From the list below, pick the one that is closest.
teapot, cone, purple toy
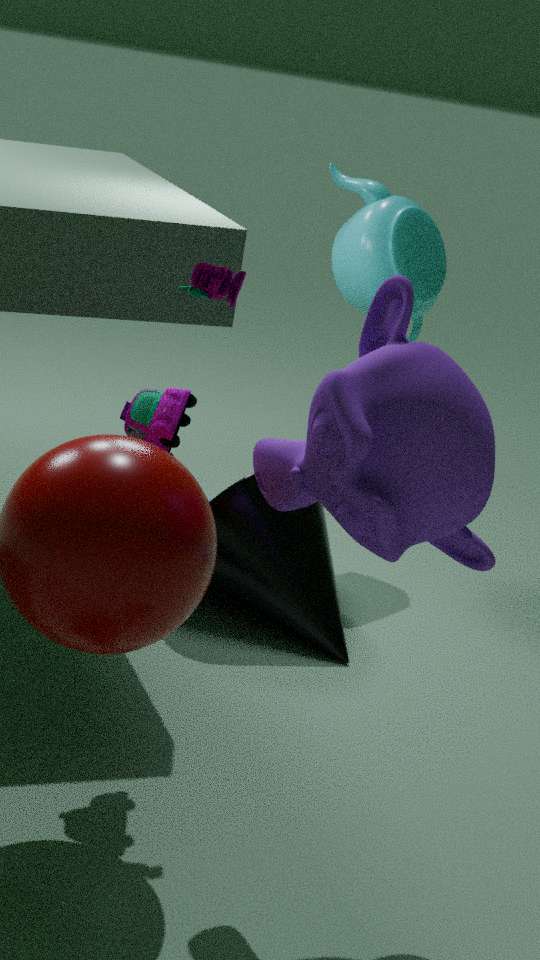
purple toy
